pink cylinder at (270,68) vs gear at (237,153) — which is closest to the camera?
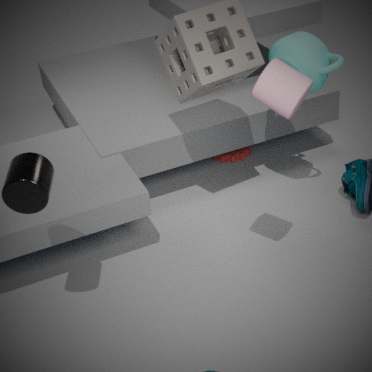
pink cylinder at (270,68)
